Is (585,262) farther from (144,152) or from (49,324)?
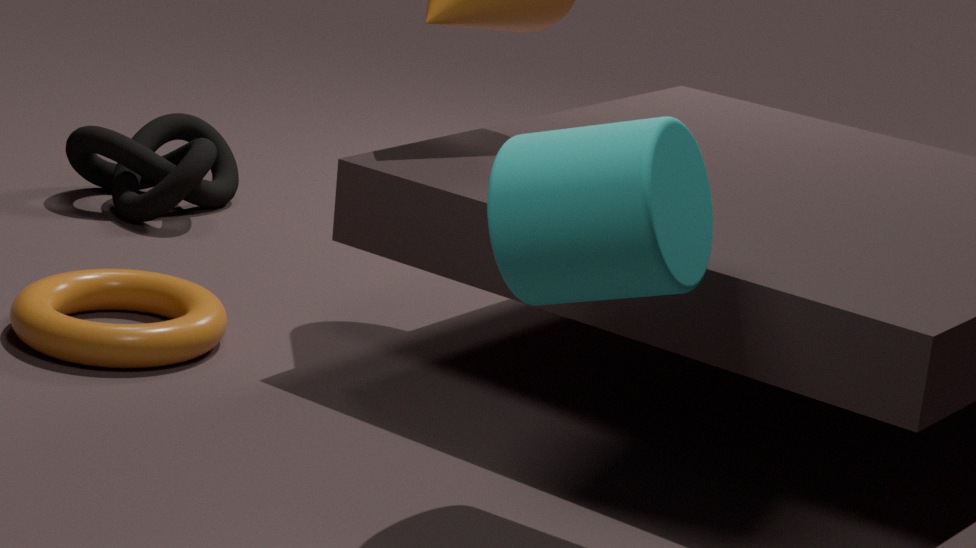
(144,152)
